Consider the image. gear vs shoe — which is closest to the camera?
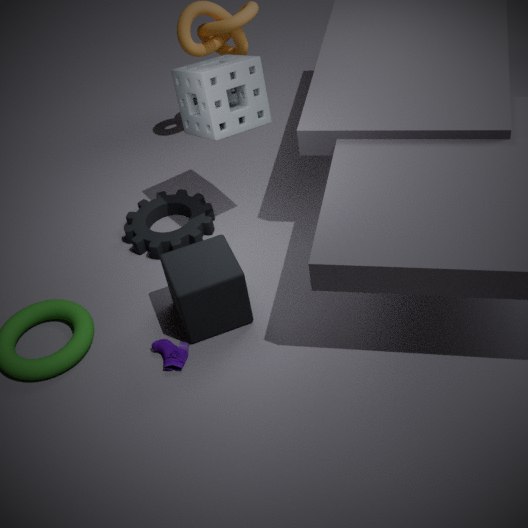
shoe
